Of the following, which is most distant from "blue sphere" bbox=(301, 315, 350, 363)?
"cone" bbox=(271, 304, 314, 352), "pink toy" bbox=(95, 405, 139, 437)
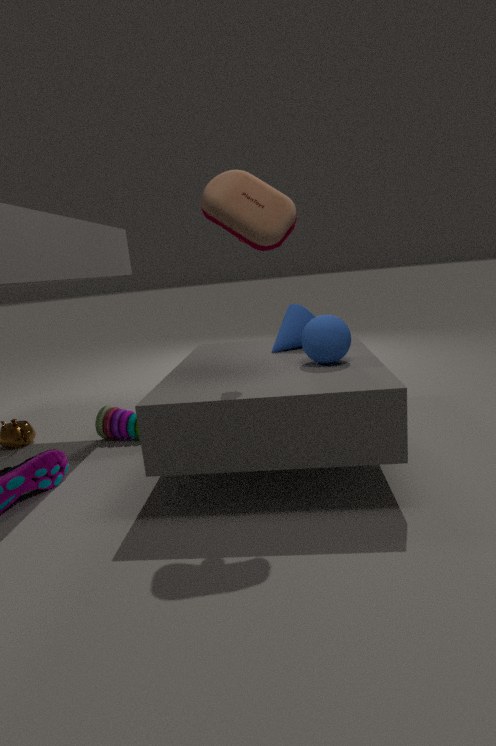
"pink toy" bbox=(95, 405, 139, 437)
